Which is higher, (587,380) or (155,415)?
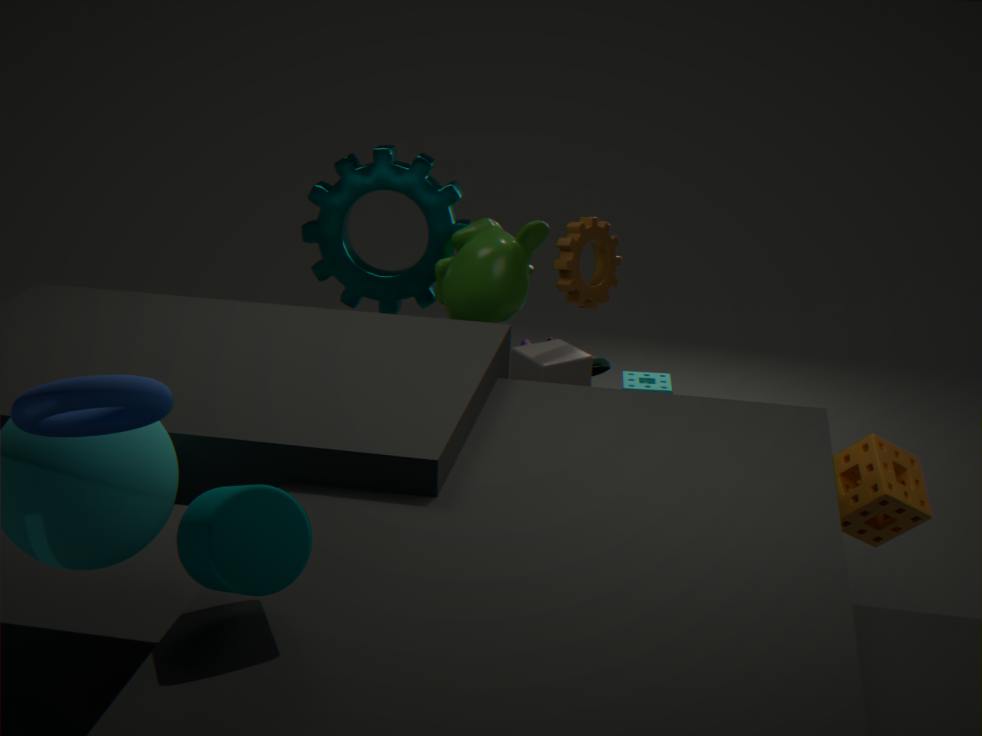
(155,415)
